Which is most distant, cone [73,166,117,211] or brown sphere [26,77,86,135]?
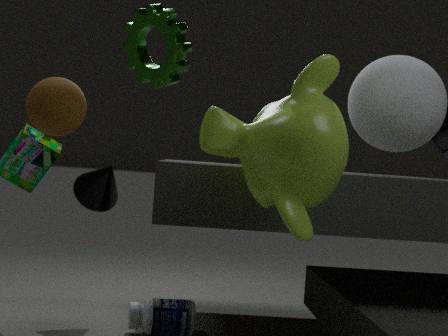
cone [73,166,117,211]
